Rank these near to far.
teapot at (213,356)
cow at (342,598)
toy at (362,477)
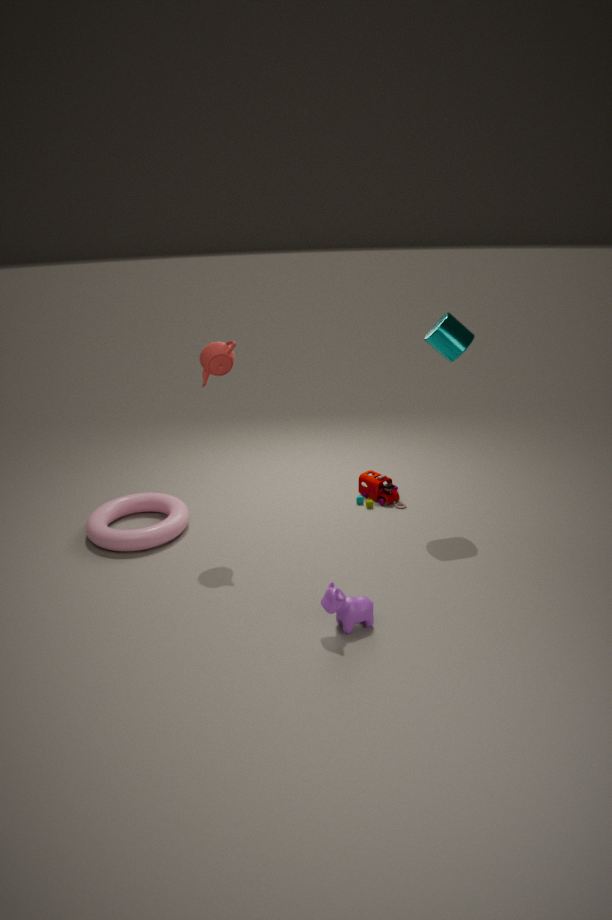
cow at (342,598) < teapot at (213,356) < toy at (362,477)
